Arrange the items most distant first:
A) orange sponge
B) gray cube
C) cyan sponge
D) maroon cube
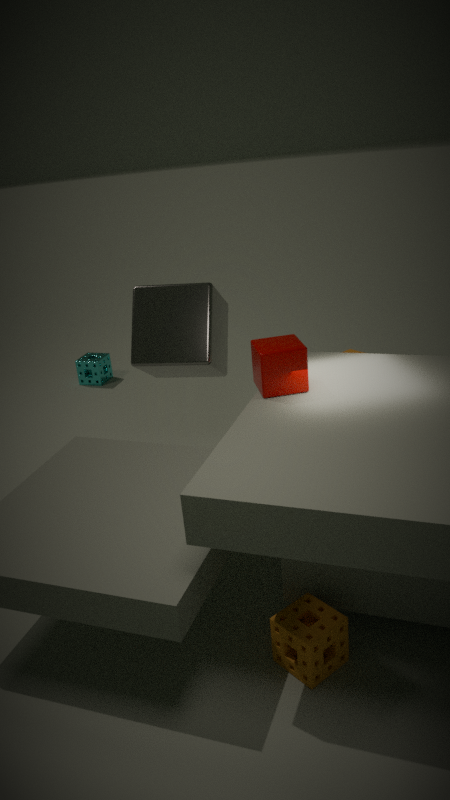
cyan sponge
gray cube
maroon cube
orange sponge
